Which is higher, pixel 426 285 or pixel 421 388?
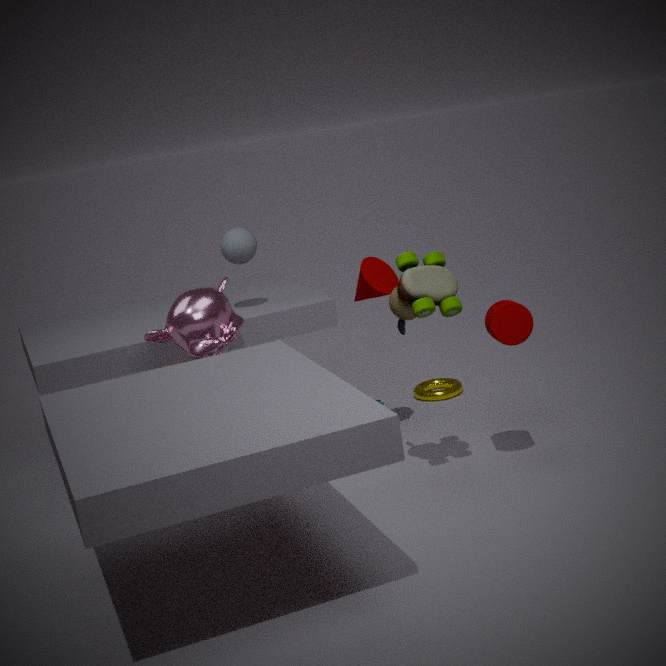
pixel 426 285
